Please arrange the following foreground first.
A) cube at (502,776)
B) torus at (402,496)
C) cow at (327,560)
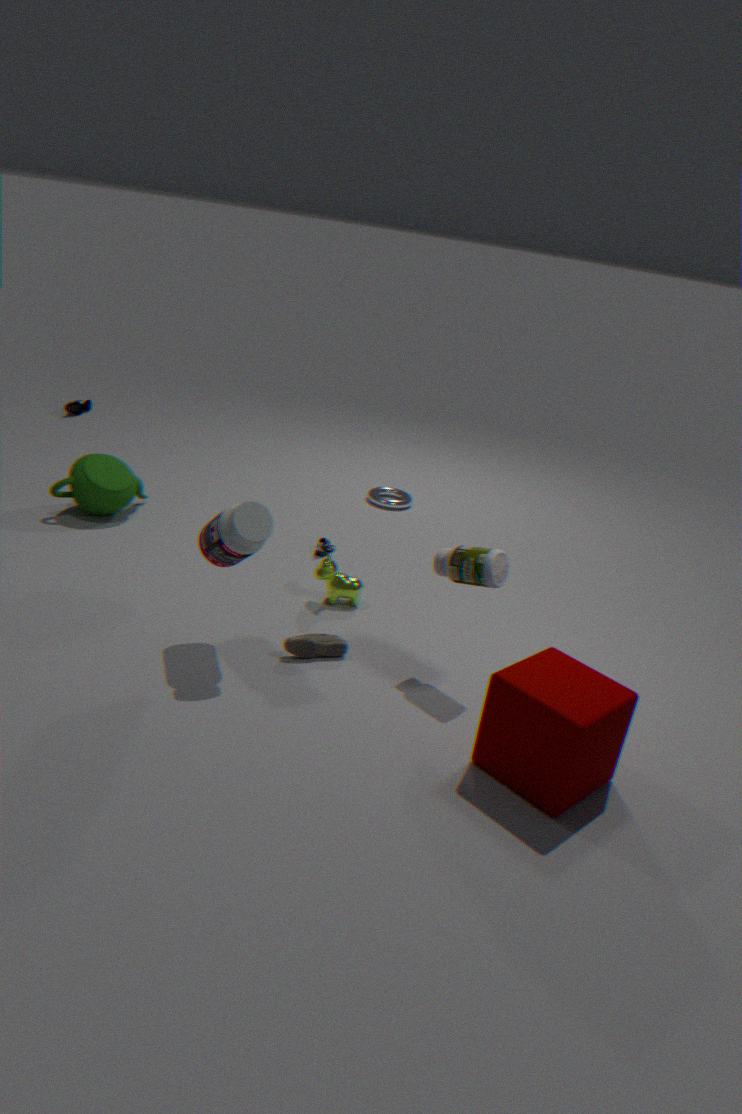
cube at (502,776) < cow at (327,560) < torus at (402,496)
